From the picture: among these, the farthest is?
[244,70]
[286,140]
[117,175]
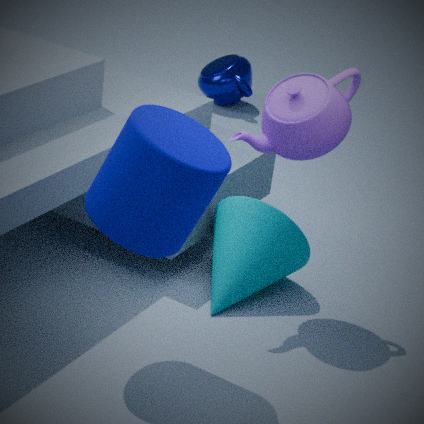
[244,70]
